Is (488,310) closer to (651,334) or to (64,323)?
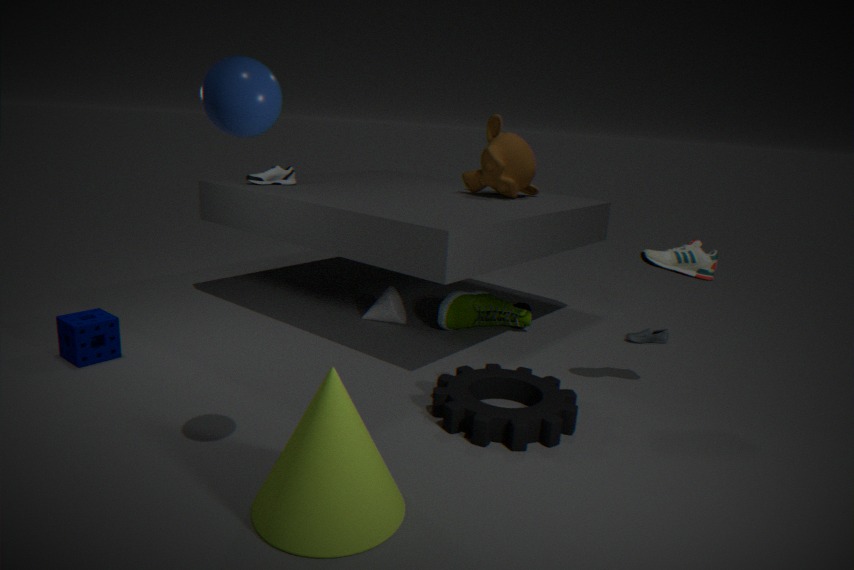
(651,334)
